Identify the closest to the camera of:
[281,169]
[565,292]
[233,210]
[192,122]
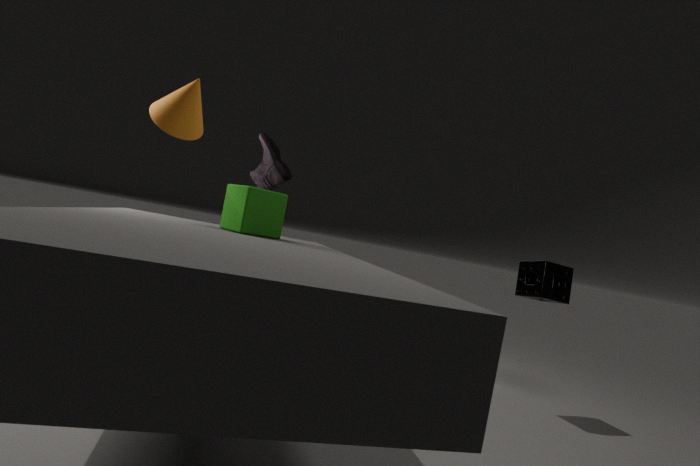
[233,210]
